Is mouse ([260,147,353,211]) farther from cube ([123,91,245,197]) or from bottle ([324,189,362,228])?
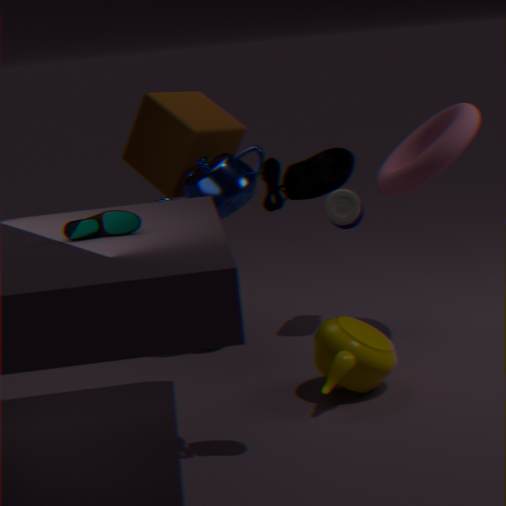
bottle ([324,189,362,228])
